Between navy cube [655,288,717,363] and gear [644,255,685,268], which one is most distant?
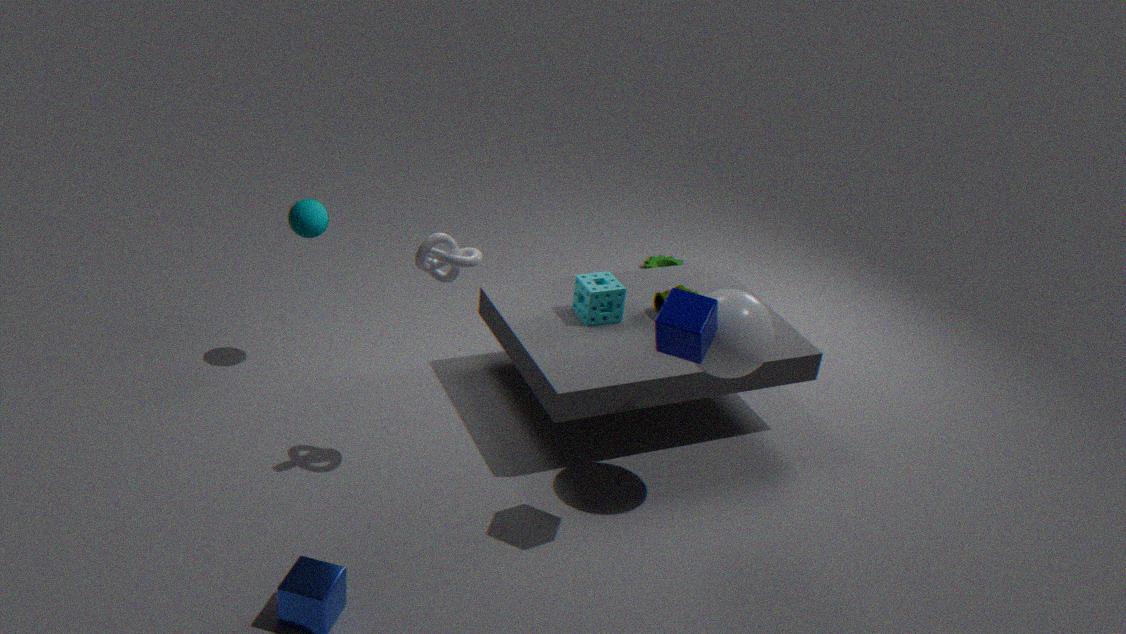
gear [644,255,685,268]
